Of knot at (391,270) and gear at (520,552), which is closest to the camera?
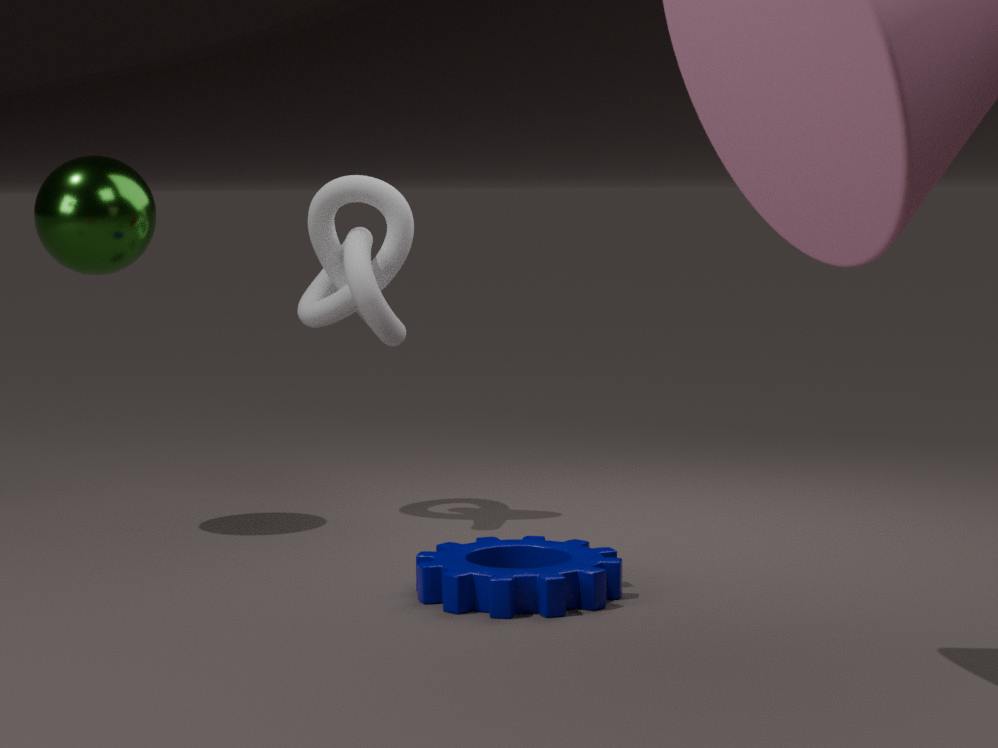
gear at (520,552)
